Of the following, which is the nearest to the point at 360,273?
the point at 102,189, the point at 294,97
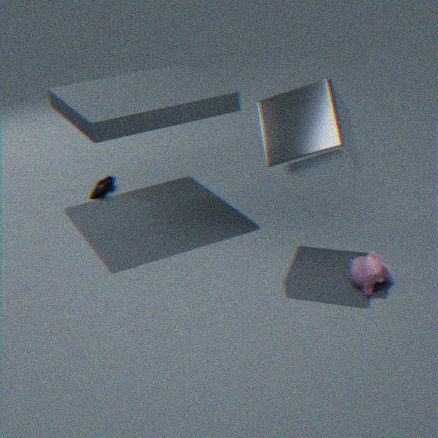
the point at 294,97
